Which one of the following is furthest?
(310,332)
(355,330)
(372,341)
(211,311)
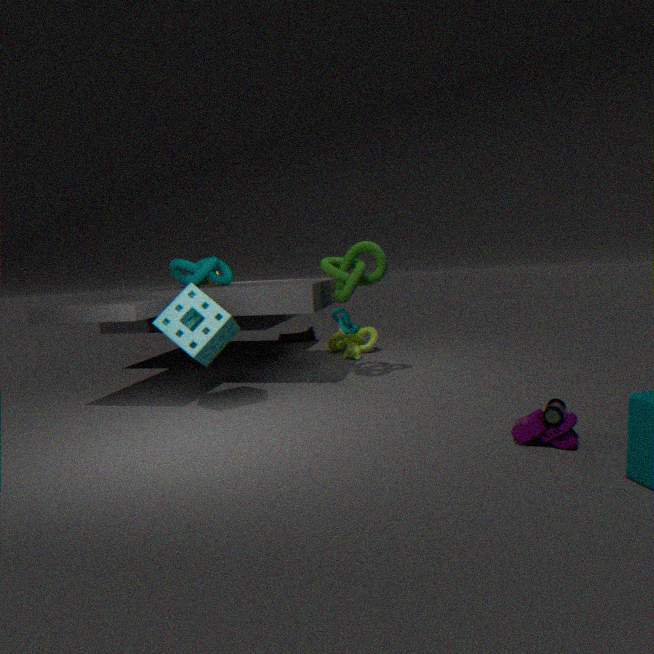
(310,332)
